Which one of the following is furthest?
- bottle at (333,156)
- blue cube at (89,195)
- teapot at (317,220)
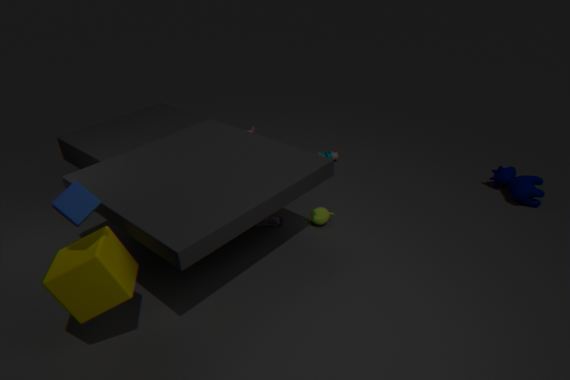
bottle at (333,156)
